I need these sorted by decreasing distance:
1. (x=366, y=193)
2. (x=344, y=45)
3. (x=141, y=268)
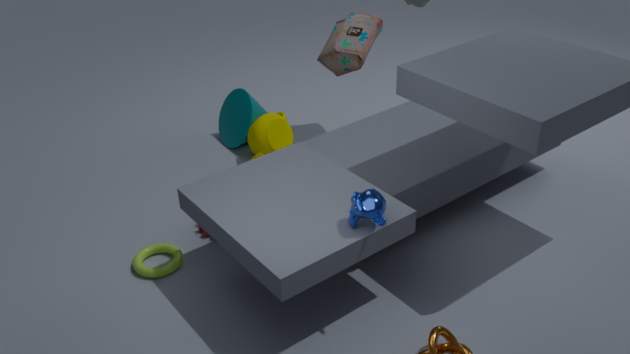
1. (x=344, y=45)
2. (x=141, y=268)
3. (x=366, y=193)
